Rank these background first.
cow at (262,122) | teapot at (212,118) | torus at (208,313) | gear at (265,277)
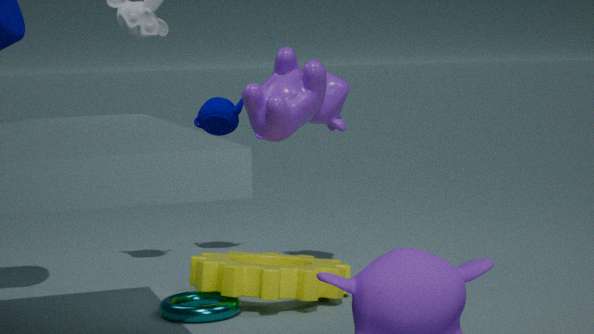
teapot at (212,118)
cow at (262,122)
gear at (265,277)
torus at (208,313)
